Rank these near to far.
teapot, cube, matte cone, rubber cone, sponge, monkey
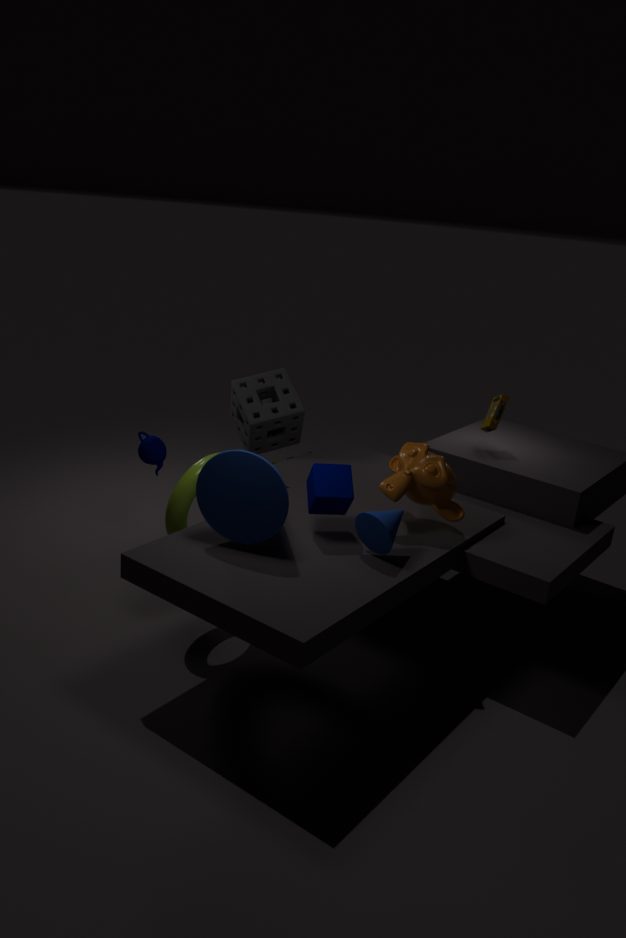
rubber cone → matte cone → cube → monkey → teapot → sponge
